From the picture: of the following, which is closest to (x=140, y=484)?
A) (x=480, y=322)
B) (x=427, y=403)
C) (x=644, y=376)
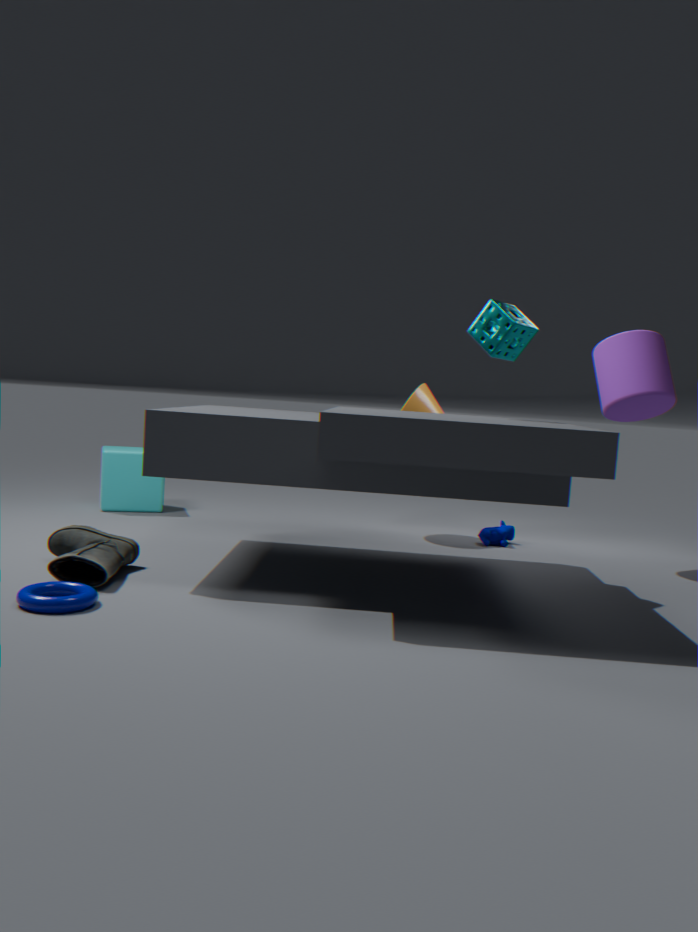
(x=427, y=403)
